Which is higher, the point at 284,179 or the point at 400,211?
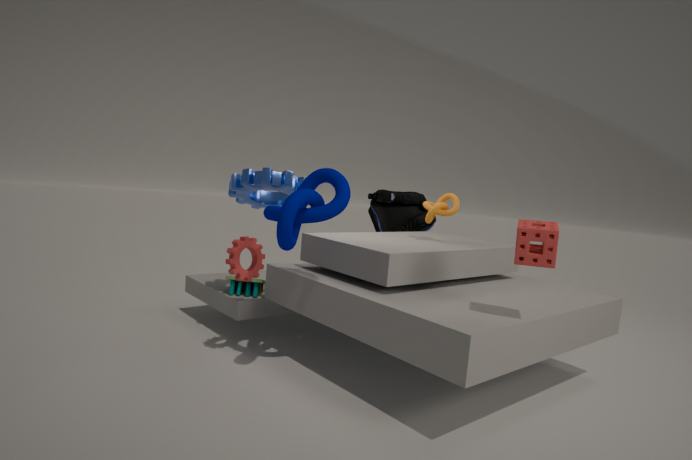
the point at 284,179
